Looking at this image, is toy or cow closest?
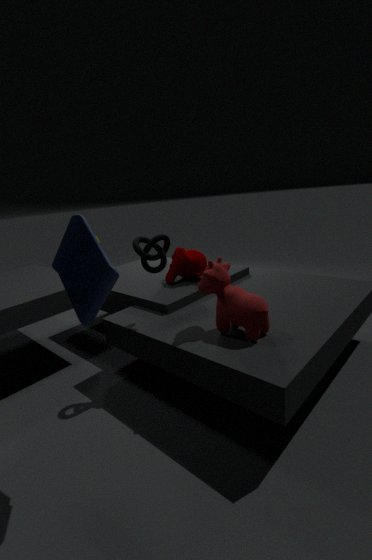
toy
